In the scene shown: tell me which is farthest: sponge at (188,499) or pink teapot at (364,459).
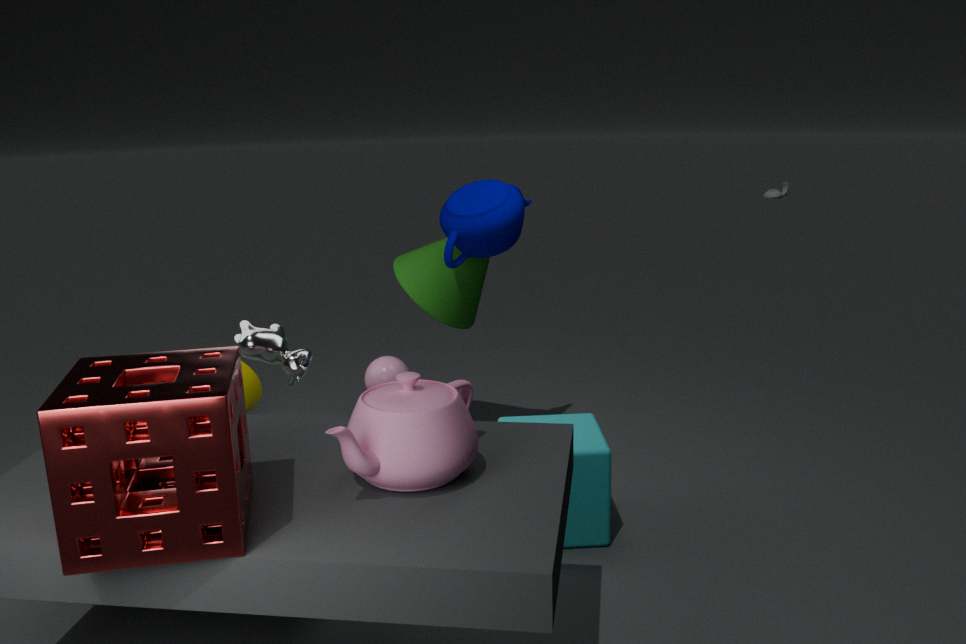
pink teapot at (364,459)
